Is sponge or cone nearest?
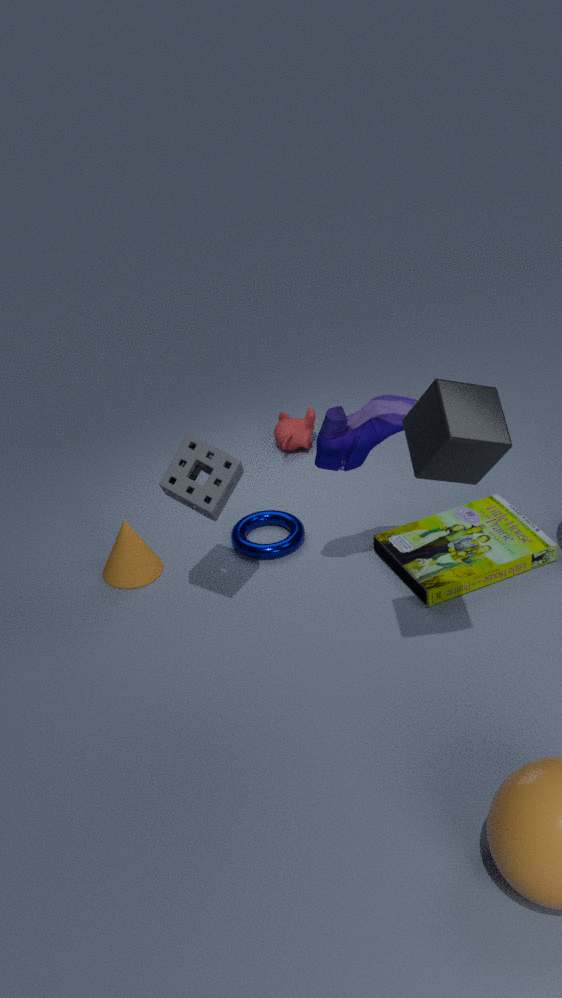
sponge
